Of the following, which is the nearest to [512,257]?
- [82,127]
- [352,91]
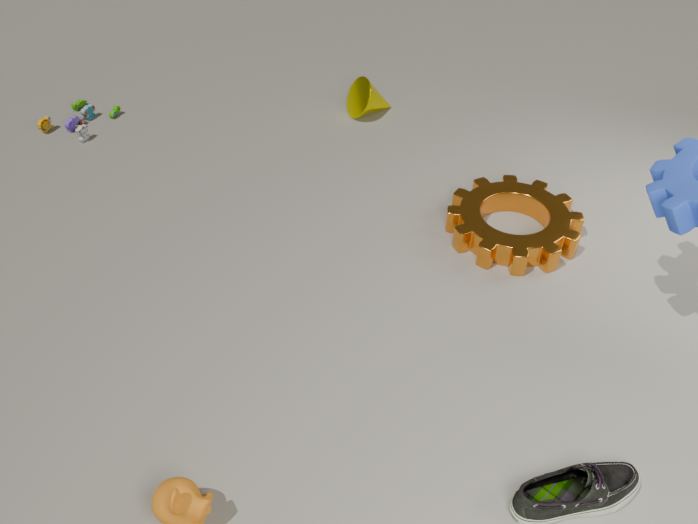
[352,91]
